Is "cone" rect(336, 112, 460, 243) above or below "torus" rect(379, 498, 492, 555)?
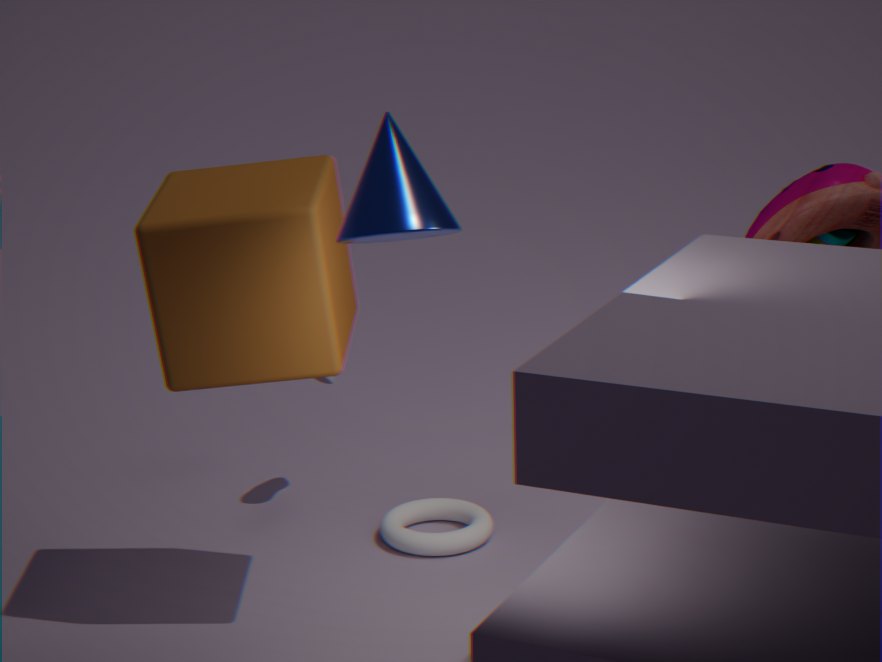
above
